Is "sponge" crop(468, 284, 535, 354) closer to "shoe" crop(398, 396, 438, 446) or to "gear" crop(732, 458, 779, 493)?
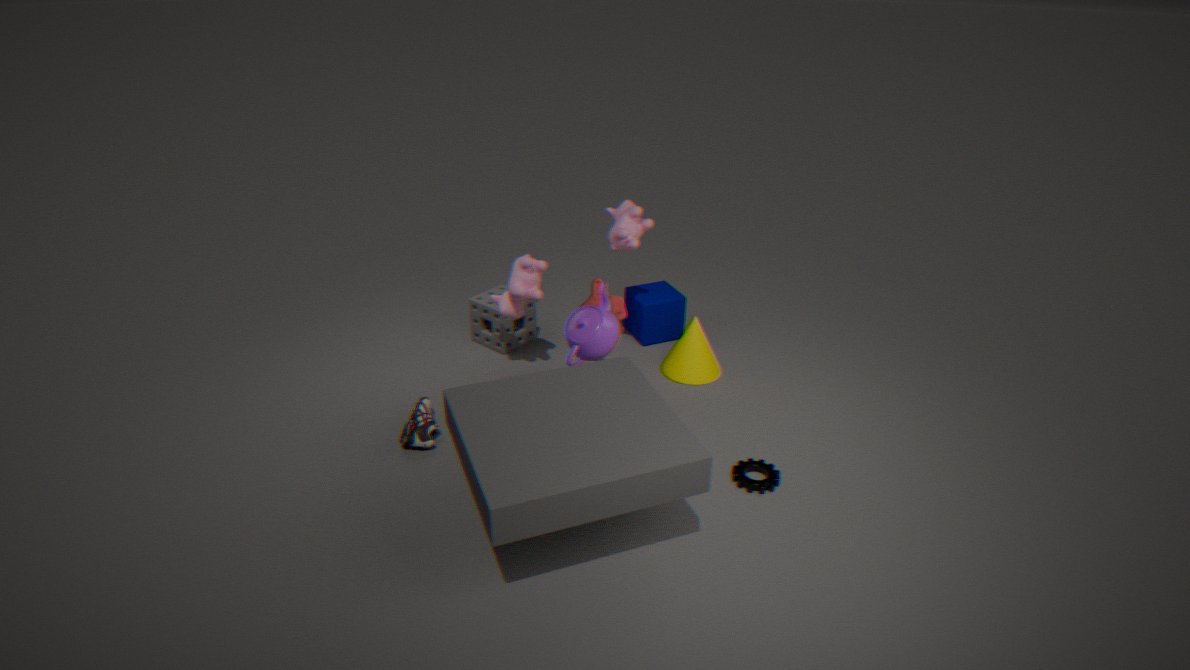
"shoe" crop(398, 396, 438, 446)
